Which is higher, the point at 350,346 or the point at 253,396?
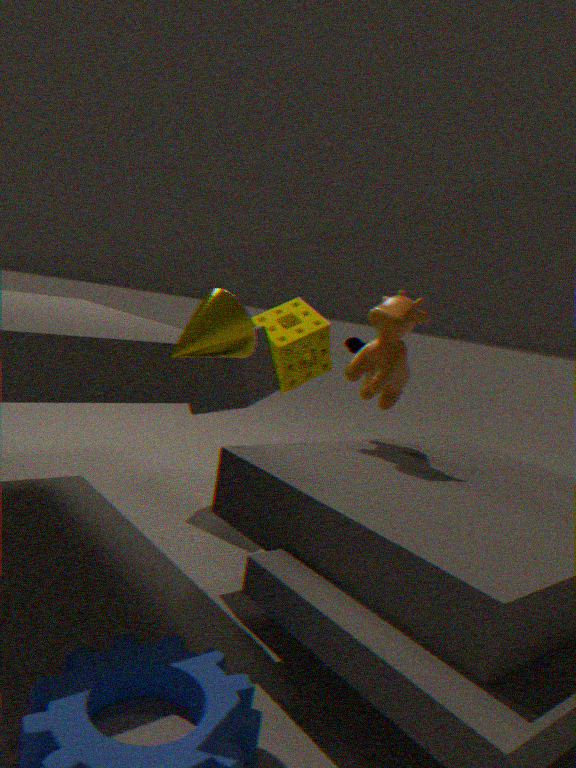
the point at 350,346
